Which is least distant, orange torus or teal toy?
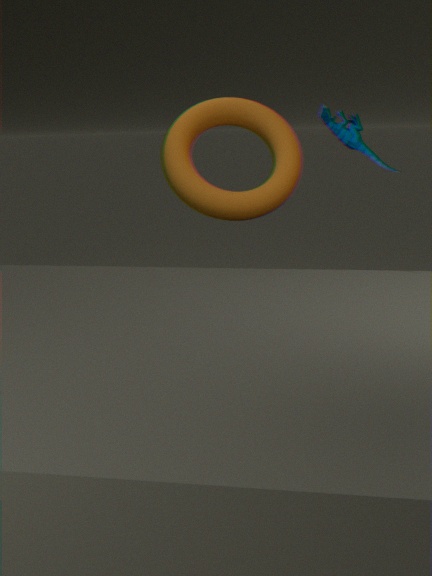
teal toy
